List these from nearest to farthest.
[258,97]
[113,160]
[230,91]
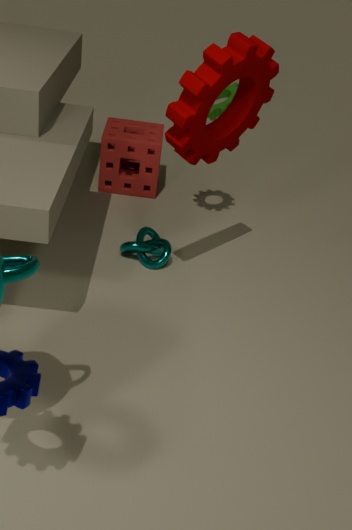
[258,97] → [230,91] → [113,160]
